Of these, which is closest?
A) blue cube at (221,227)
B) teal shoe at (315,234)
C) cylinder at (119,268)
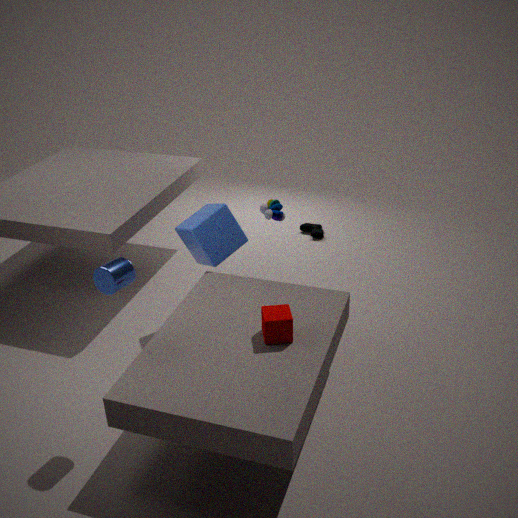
cylinder at (119,268)
